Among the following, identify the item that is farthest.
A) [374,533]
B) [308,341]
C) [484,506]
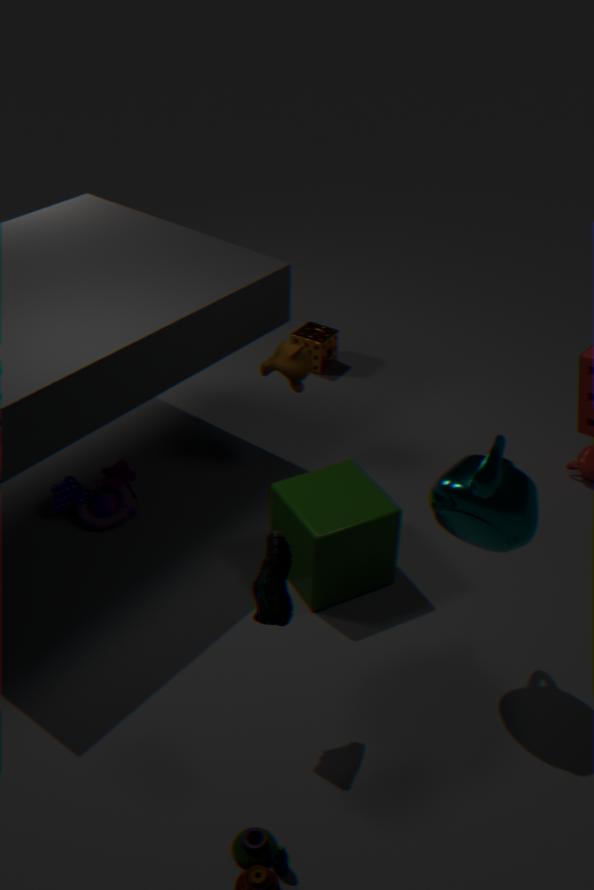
[308,341]
